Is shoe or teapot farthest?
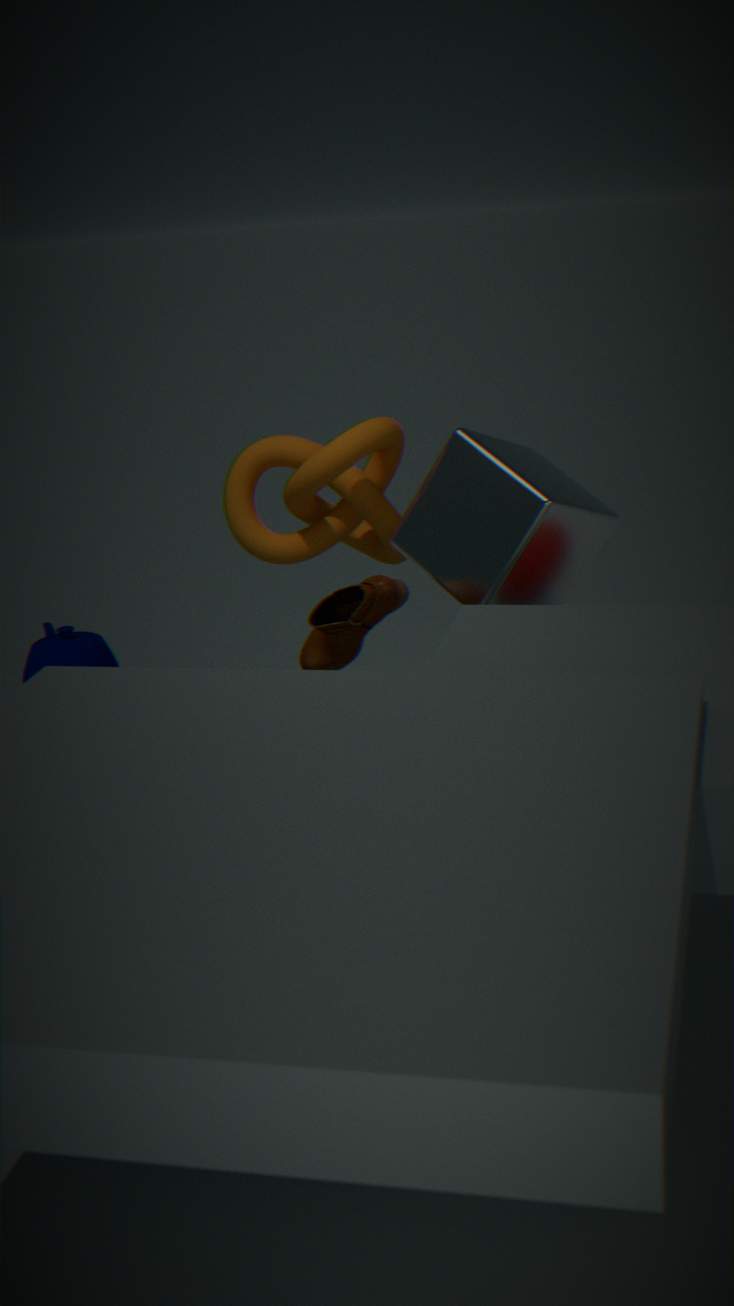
teapot
